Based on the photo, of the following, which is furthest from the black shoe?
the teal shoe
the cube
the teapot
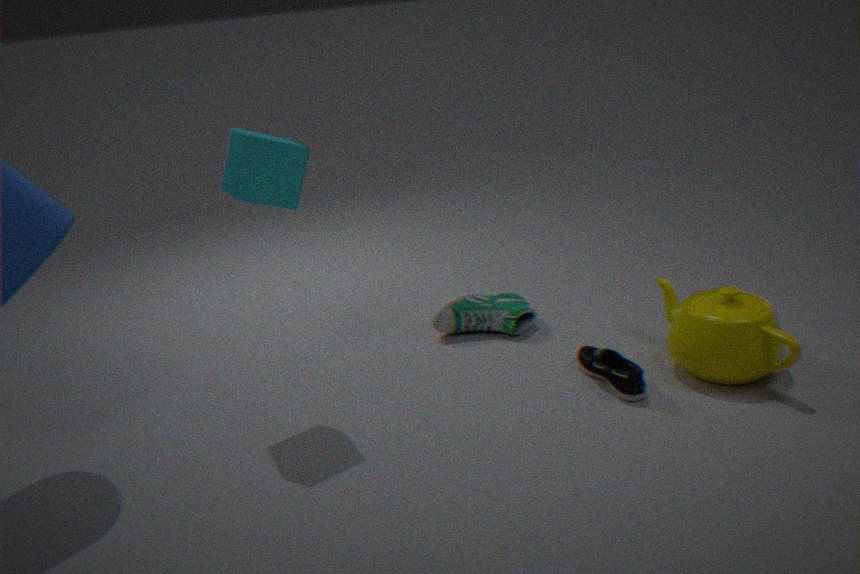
the cube
